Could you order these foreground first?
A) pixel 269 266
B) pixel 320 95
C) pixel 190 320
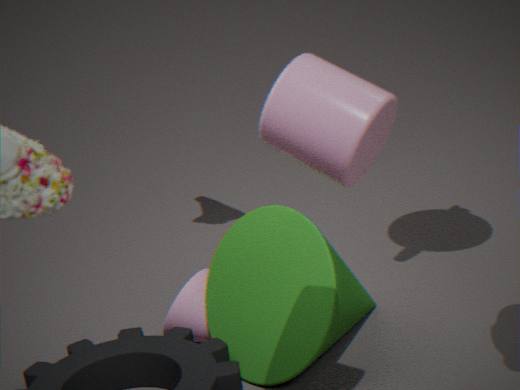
pixel 320 95
pixel 269 266
pixel 190 320
